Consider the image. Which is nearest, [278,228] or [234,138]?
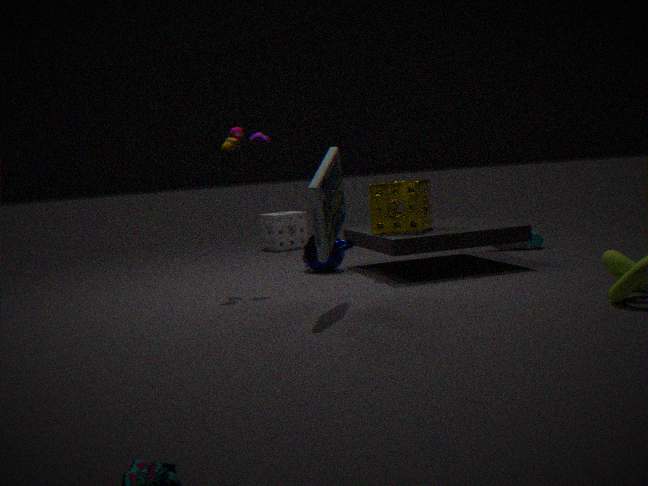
[234,138]
